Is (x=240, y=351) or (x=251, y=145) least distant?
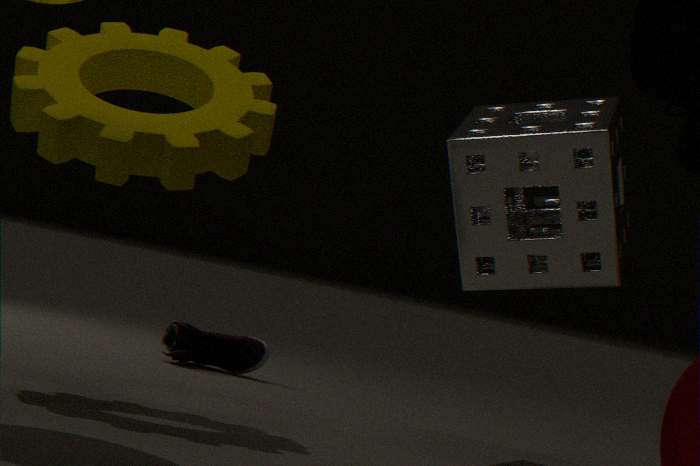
(x=251, y=145)
